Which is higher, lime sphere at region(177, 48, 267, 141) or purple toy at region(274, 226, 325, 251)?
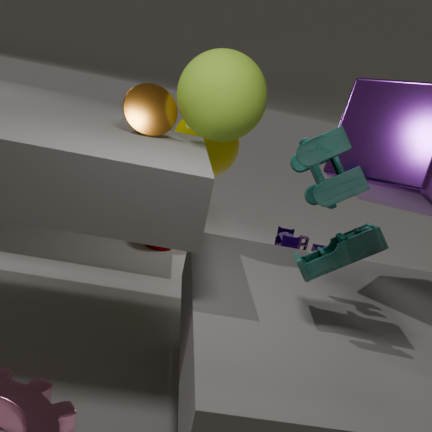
lime sphere at region(177, 48, 267, 141)
